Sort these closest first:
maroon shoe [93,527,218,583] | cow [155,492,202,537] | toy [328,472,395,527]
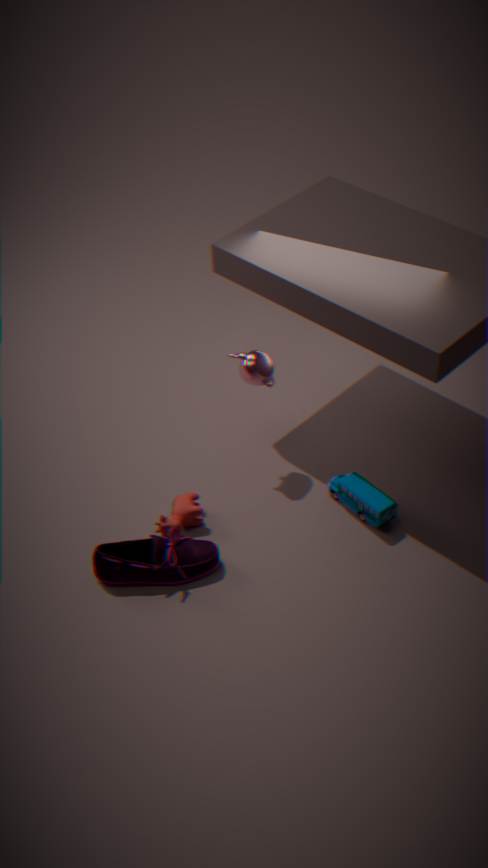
1. maroon shoe [93,527,218,583]
2. toy [328,472,395,527]
3. cow [155,492,202,537]
